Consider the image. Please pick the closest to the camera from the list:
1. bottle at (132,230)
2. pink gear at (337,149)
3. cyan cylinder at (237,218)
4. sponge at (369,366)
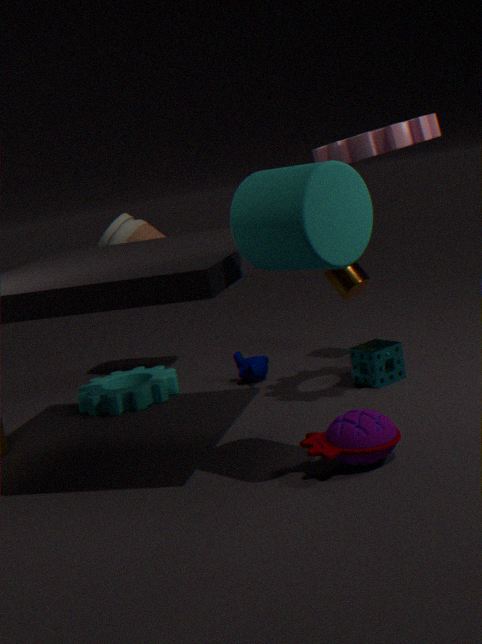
cyan cylinder at (237,218)
